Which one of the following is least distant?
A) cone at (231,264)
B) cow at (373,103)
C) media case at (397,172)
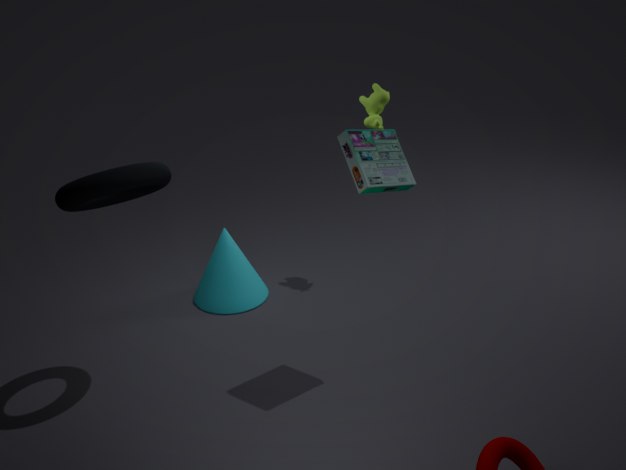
media case at (397,172)
